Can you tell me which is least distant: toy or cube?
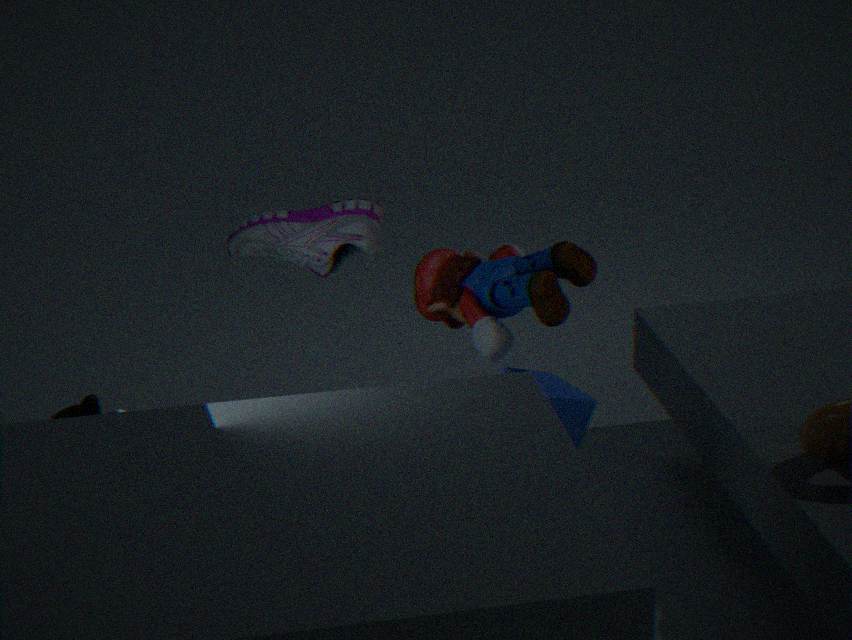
toy
